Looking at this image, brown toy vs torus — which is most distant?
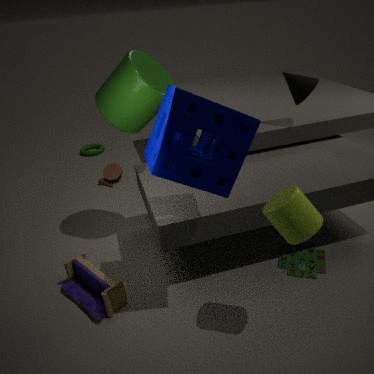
torus
